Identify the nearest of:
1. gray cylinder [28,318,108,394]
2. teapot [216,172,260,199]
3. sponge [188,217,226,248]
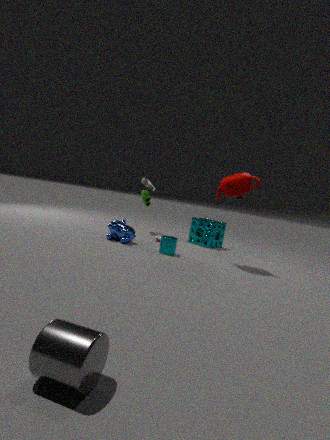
gray cylinder [28,318,108,394]
